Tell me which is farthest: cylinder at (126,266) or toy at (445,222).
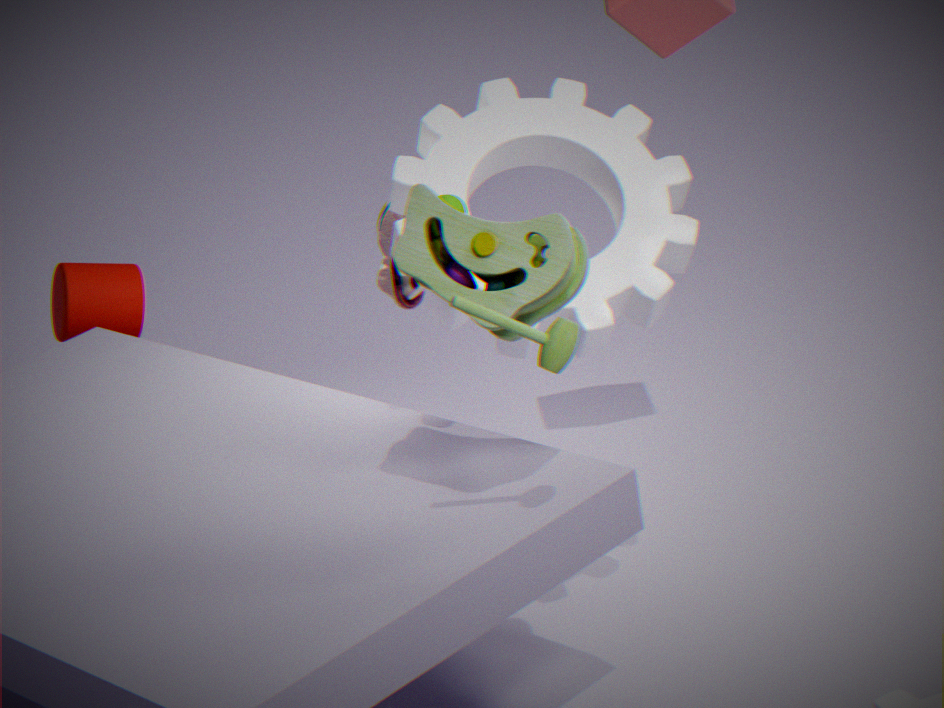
cylinder at (126,266)
